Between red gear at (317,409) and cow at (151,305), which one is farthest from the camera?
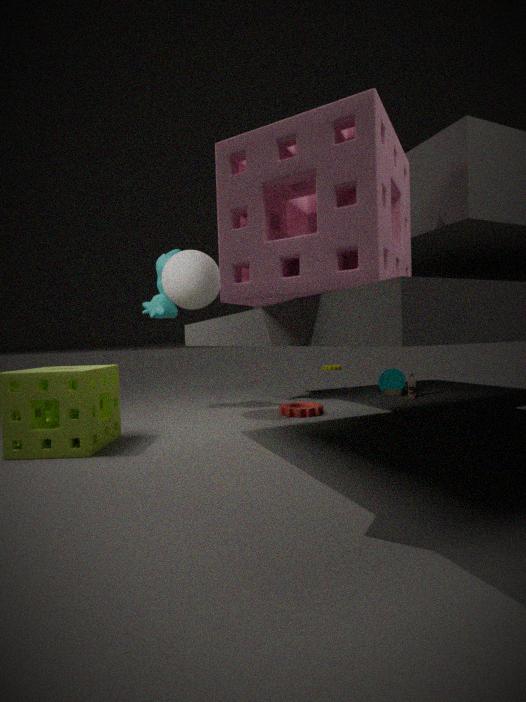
cow at (151,305)
